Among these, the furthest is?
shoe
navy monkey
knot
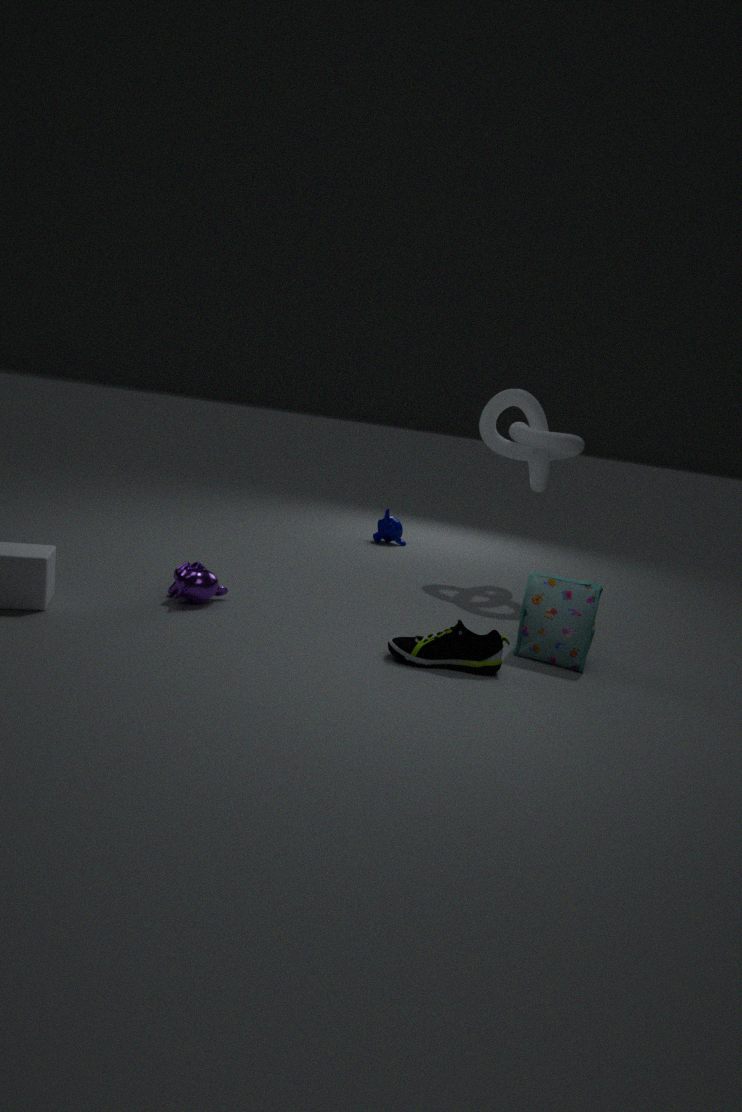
navy monkey
